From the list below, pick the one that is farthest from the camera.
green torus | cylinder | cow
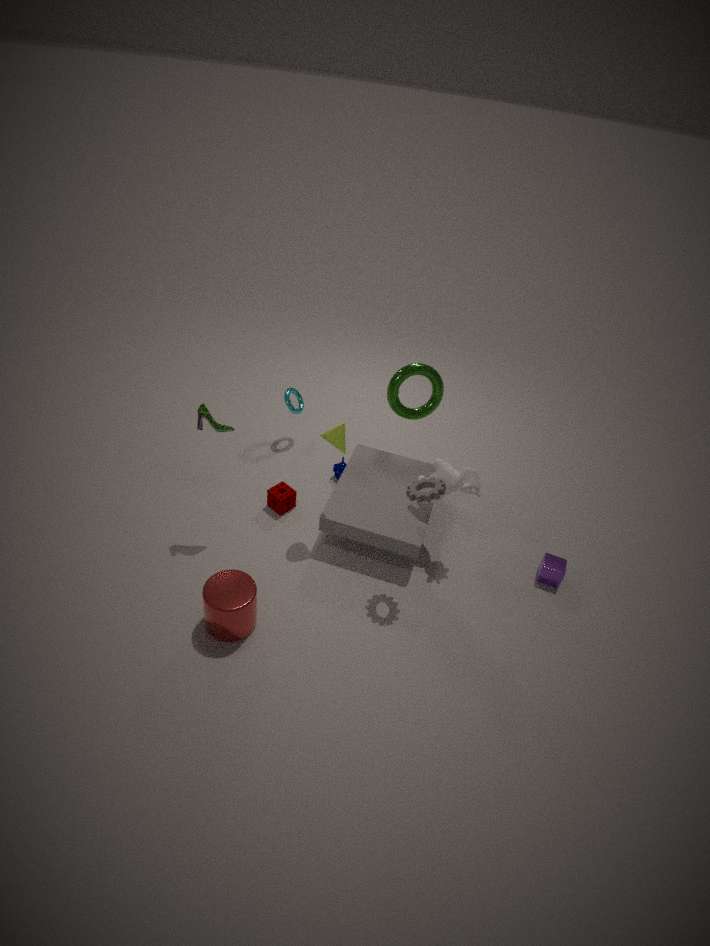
green torus
